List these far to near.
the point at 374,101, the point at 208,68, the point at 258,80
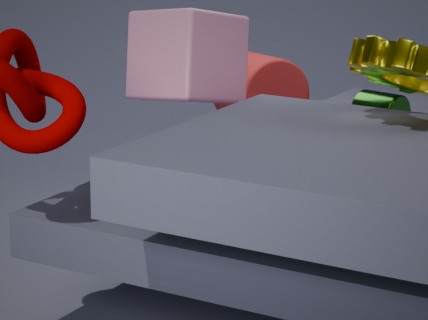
the point at 258,80, the point at 374,101, the point at 208,68
